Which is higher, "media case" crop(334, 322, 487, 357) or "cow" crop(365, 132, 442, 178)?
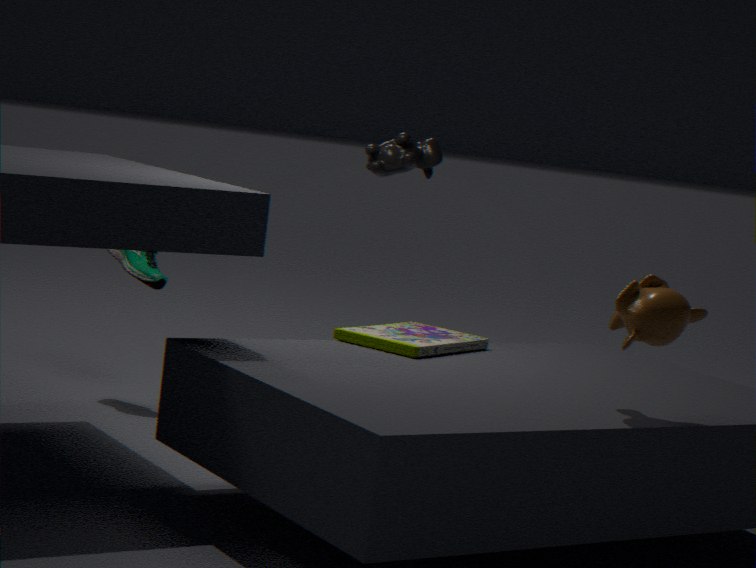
"cow" crop(365, 132, 442, 178)
